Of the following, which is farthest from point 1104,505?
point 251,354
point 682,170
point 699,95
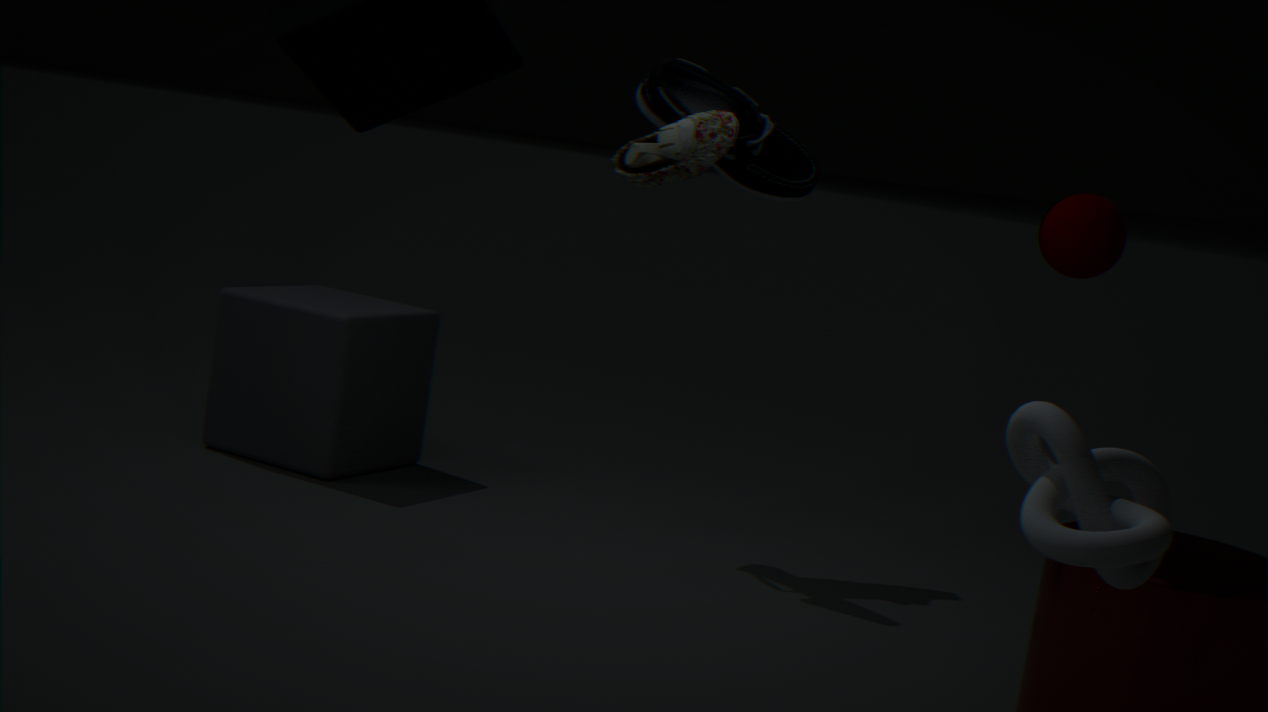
point 251,354
